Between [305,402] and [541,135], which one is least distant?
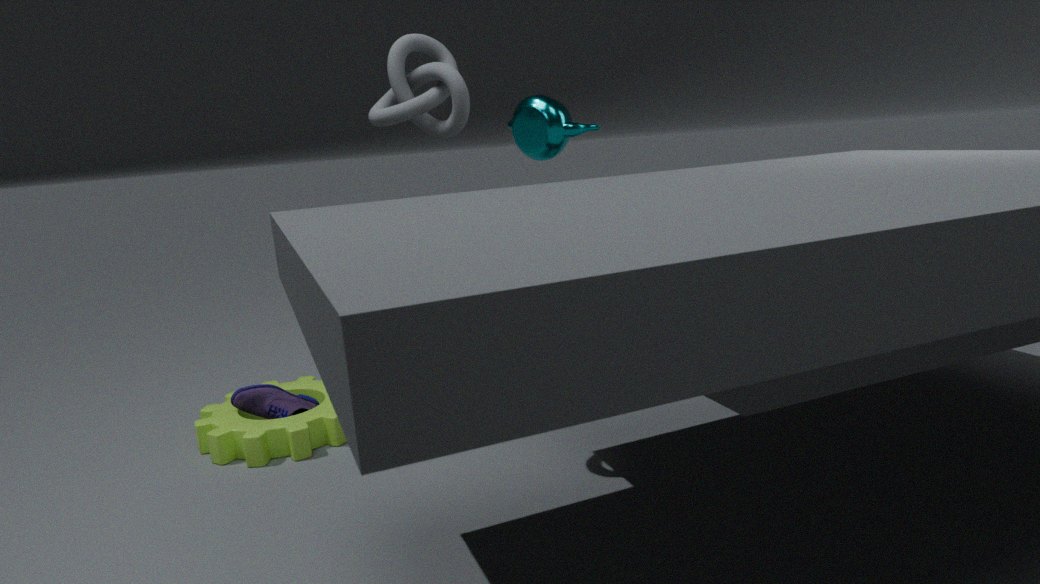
[541,135]
